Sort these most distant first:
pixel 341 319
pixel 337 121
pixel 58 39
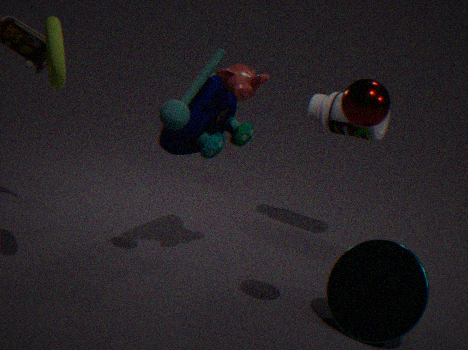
pixel 337 121
pixel 341 319
pixel 58 39
